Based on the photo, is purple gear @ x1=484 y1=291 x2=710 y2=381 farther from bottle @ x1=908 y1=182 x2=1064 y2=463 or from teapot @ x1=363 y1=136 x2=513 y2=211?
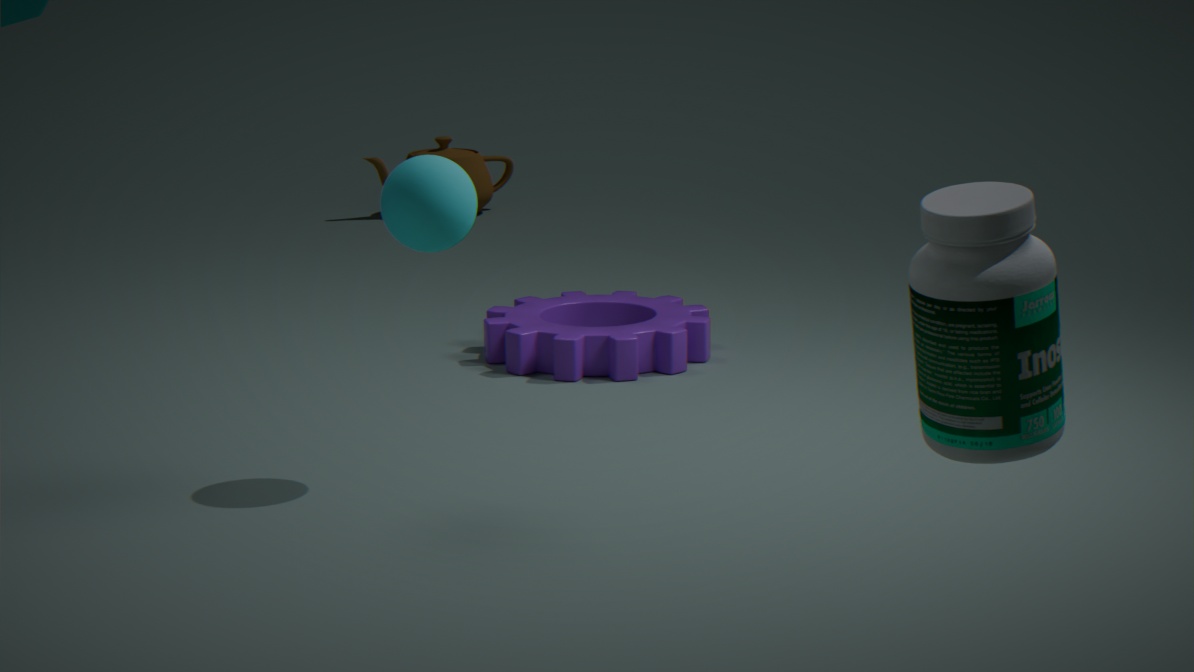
bottle @ x1=908 y1=182 x2=1064 y2=463
